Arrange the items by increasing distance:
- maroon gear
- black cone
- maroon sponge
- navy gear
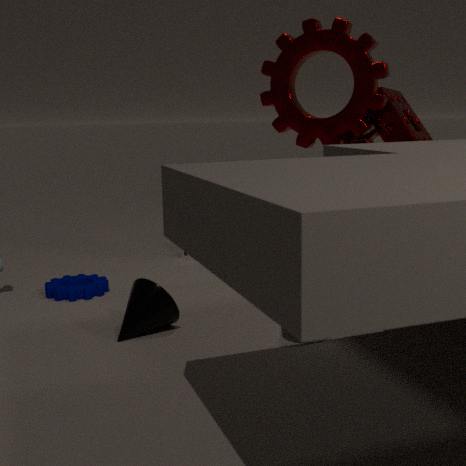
black cone < maroon gear < navy gear < maroon sponge
